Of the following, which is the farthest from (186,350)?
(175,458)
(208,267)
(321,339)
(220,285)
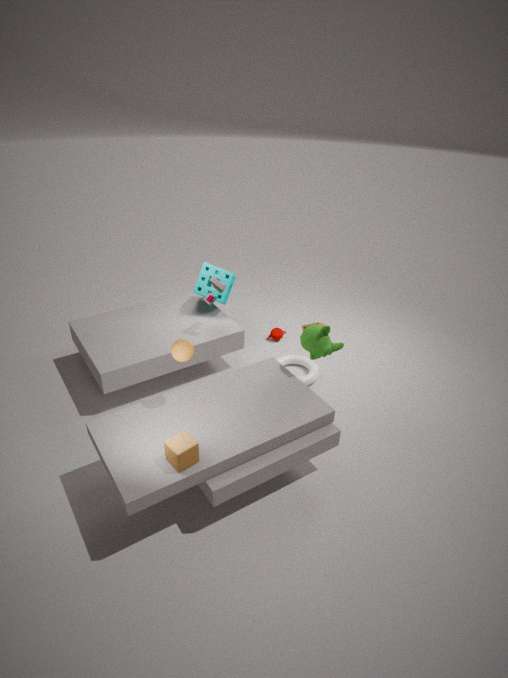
(208,267)
